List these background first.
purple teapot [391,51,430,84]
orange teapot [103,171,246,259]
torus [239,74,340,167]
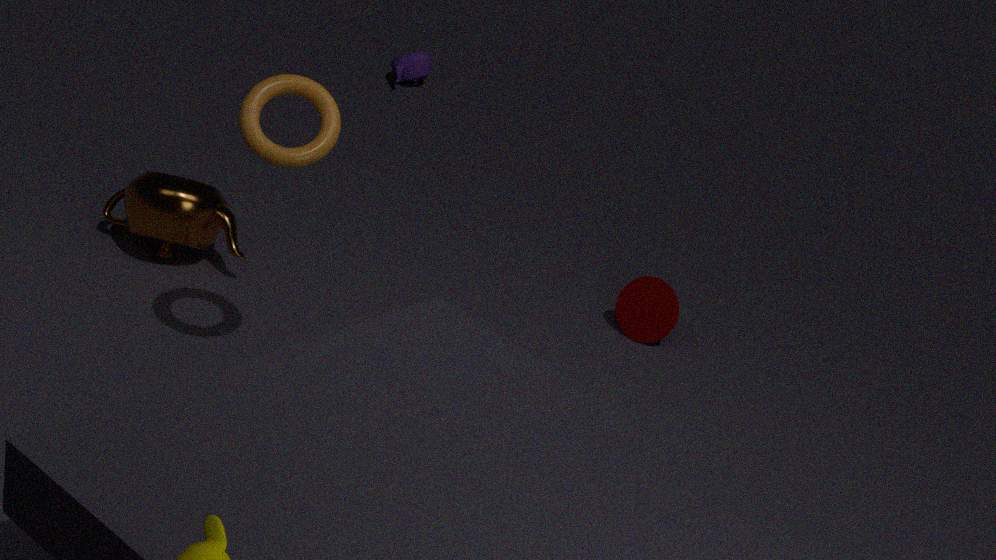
1. purple teapot [391,51,430,84]
2. orange teapot [103,171,246,259]
3. torus [239,74,340,167]
